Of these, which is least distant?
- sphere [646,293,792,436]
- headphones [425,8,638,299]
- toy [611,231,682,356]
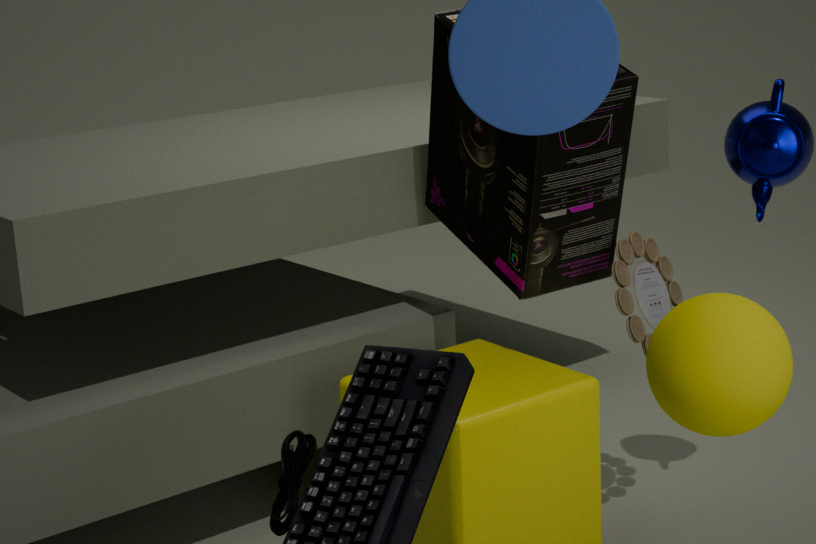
sphere [646,293,792,436]
